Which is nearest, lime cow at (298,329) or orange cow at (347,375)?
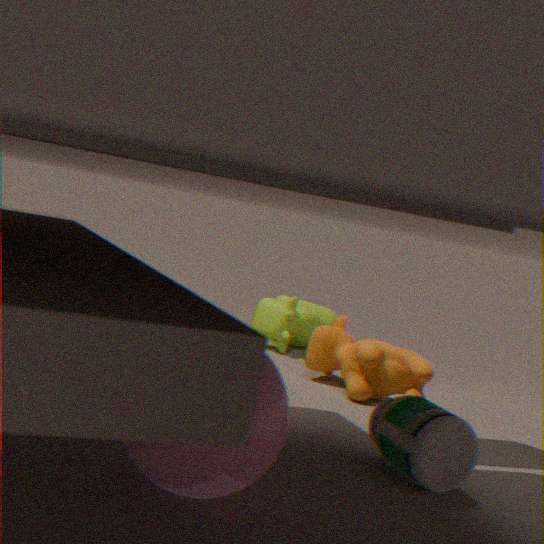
orange cow at (347,375)
